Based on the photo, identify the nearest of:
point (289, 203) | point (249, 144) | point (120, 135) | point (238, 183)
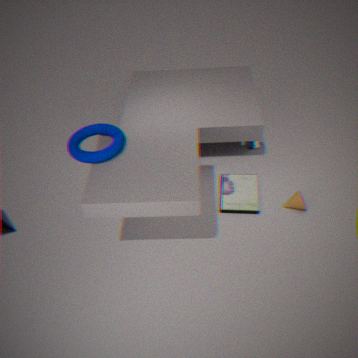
point (120, 135)
